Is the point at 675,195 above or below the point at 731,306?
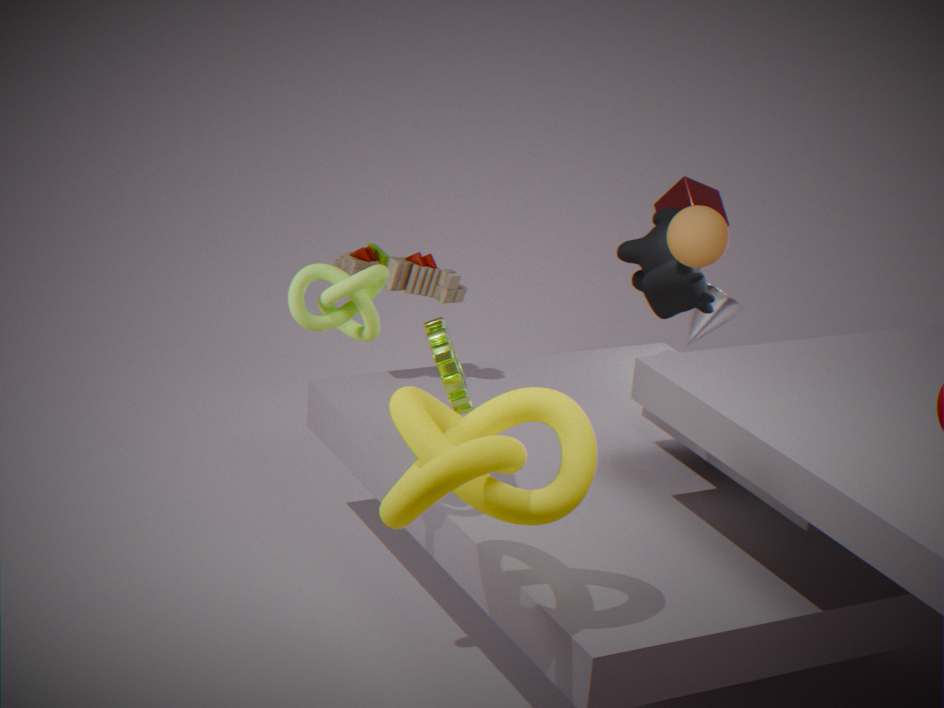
above
